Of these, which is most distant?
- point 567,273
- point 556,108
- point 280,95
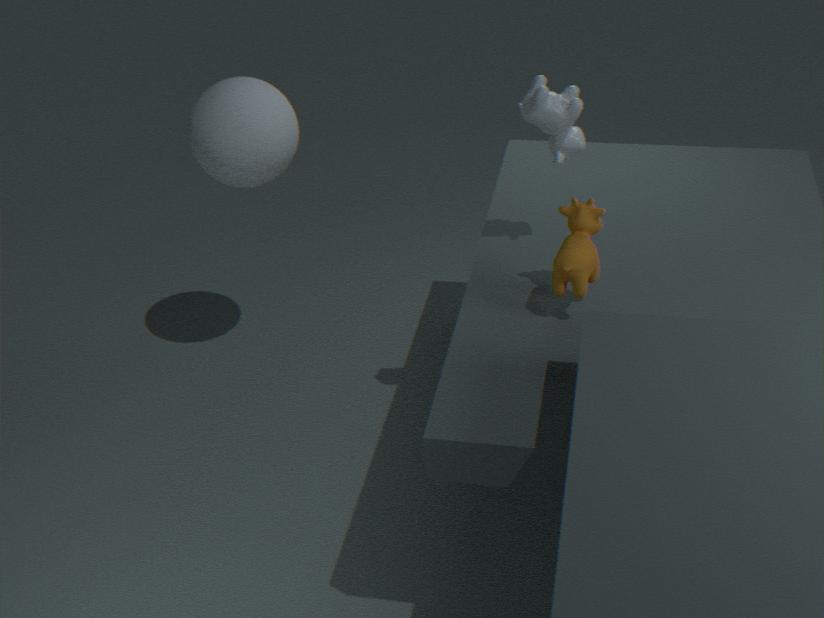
point 280,95
